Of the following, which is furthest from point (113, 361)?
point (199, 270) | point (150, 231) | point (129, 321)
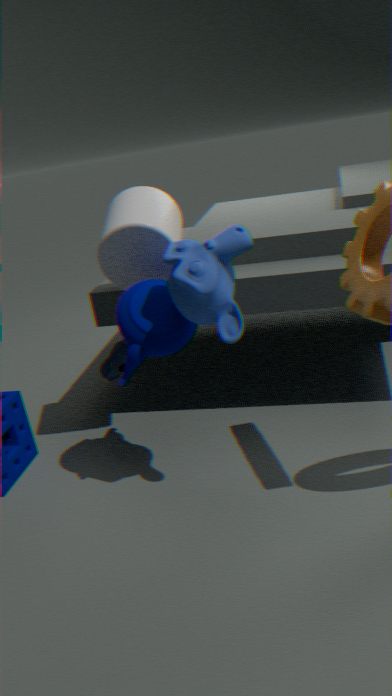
point (199, 270)
